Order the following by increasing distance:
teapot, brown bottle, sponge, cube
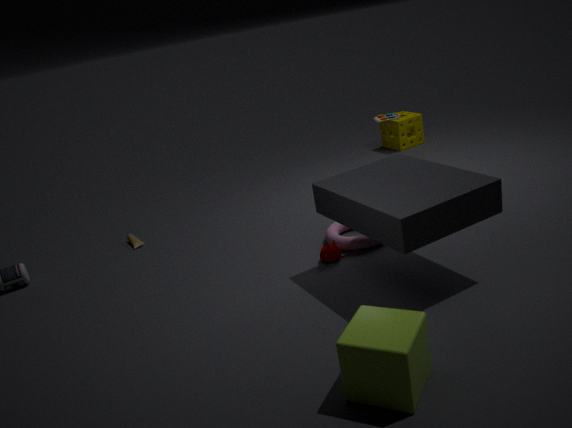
cube, teapot, brown bottle, sponge
